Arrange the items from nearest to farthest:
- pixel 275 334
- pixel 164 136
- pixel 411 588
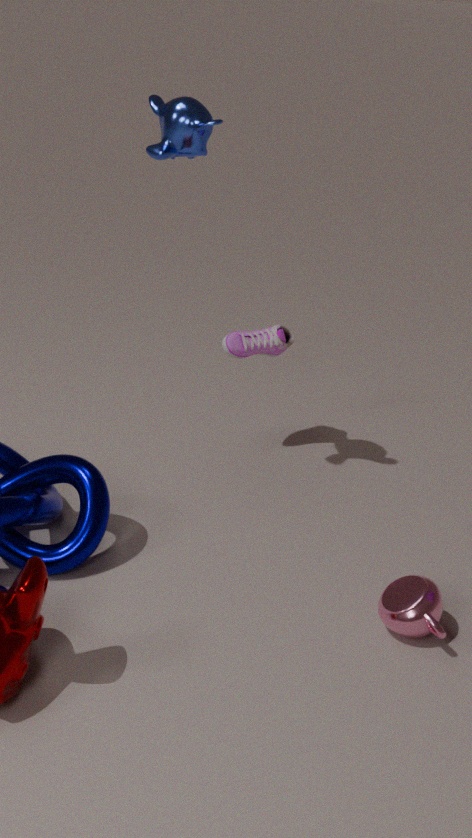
pixel 411 588 < pixel 164 136 < pixel 275 334
